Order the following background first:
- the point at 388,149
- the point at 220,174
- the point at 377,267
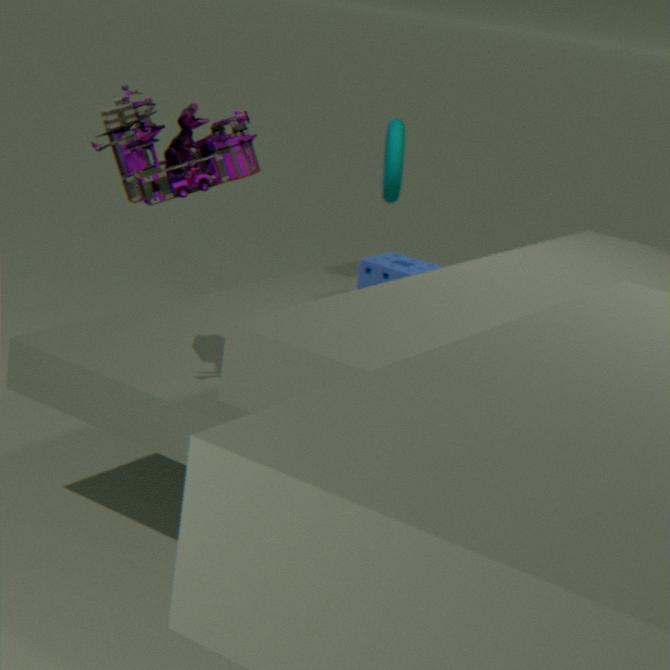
the point at 388,149 < the point at 377,267 < the point at 220,174
